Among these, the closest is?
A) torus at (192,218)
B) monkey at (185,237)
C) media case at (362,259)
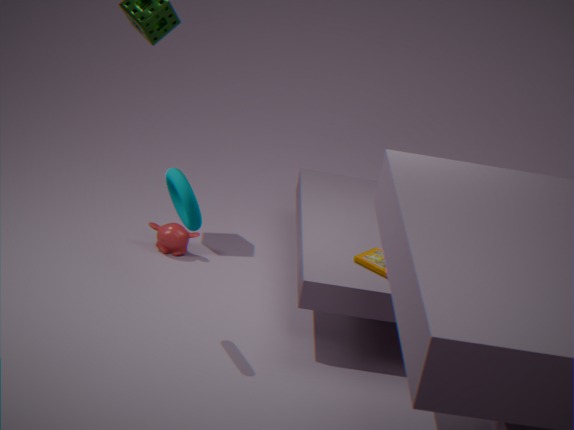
torus at (192,218)
